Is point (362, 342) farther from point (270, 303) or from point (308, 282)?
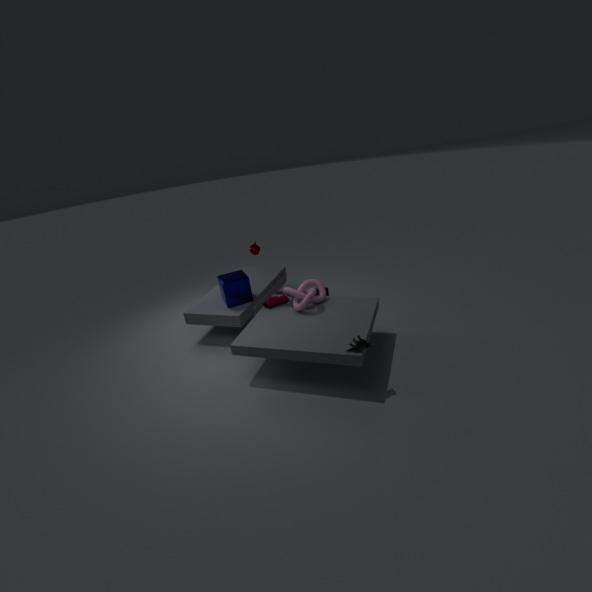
point (270, 303)
